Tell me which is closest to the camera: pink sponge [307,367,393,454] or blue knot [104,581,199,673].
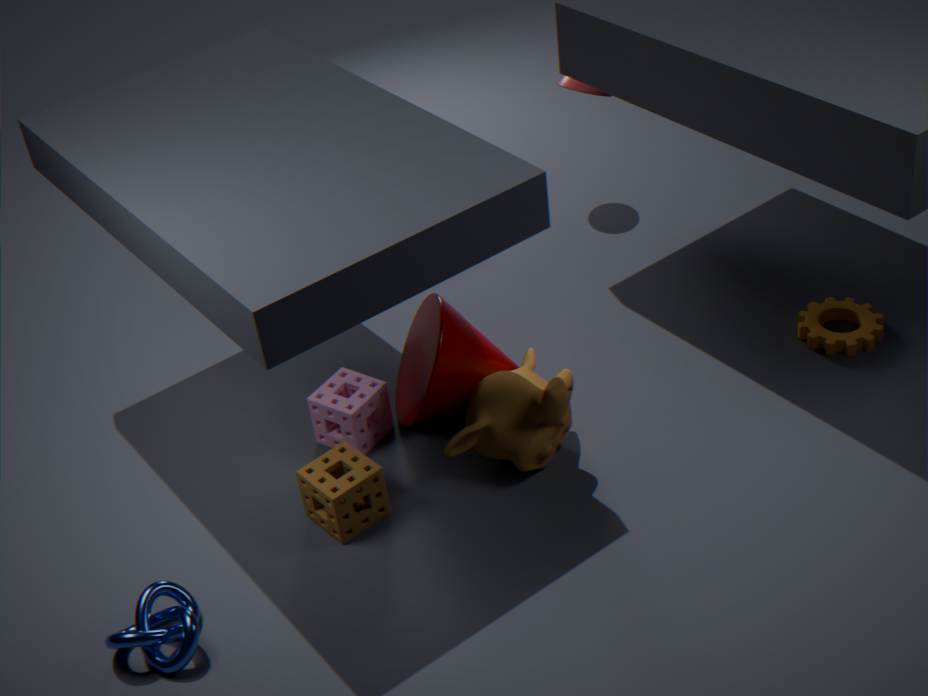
blue knot [104,581,199,673]
